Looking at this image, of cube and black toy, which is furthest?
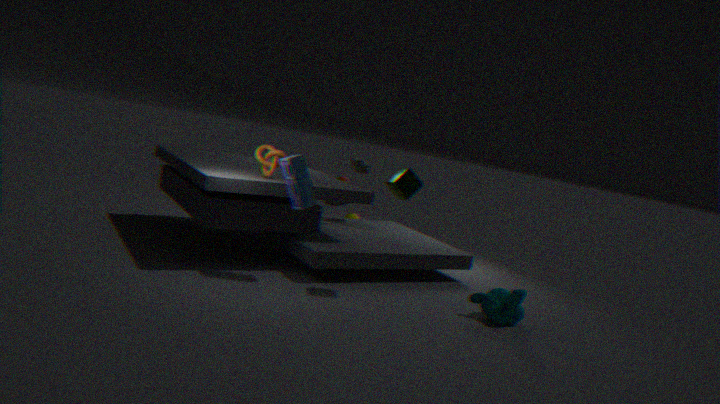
black toy
